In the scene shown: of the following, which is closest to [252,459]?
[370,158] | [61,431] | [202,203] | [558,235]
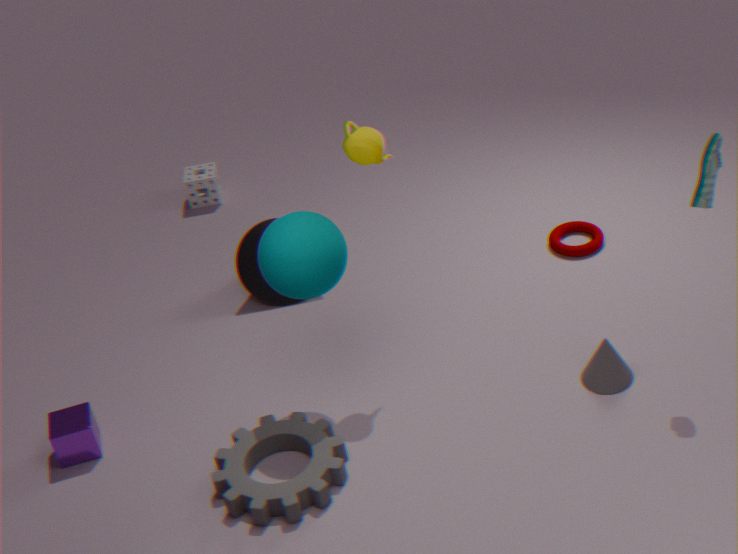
[61,431]
